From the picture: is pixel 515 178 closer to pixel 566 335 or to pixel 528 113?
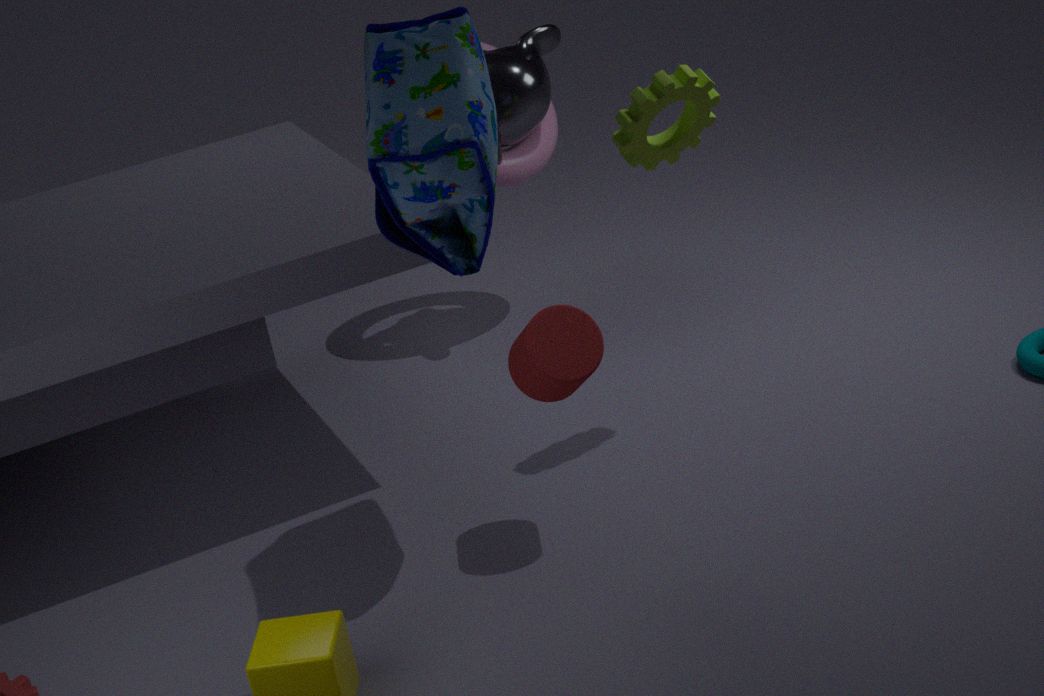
pixel 528 113
